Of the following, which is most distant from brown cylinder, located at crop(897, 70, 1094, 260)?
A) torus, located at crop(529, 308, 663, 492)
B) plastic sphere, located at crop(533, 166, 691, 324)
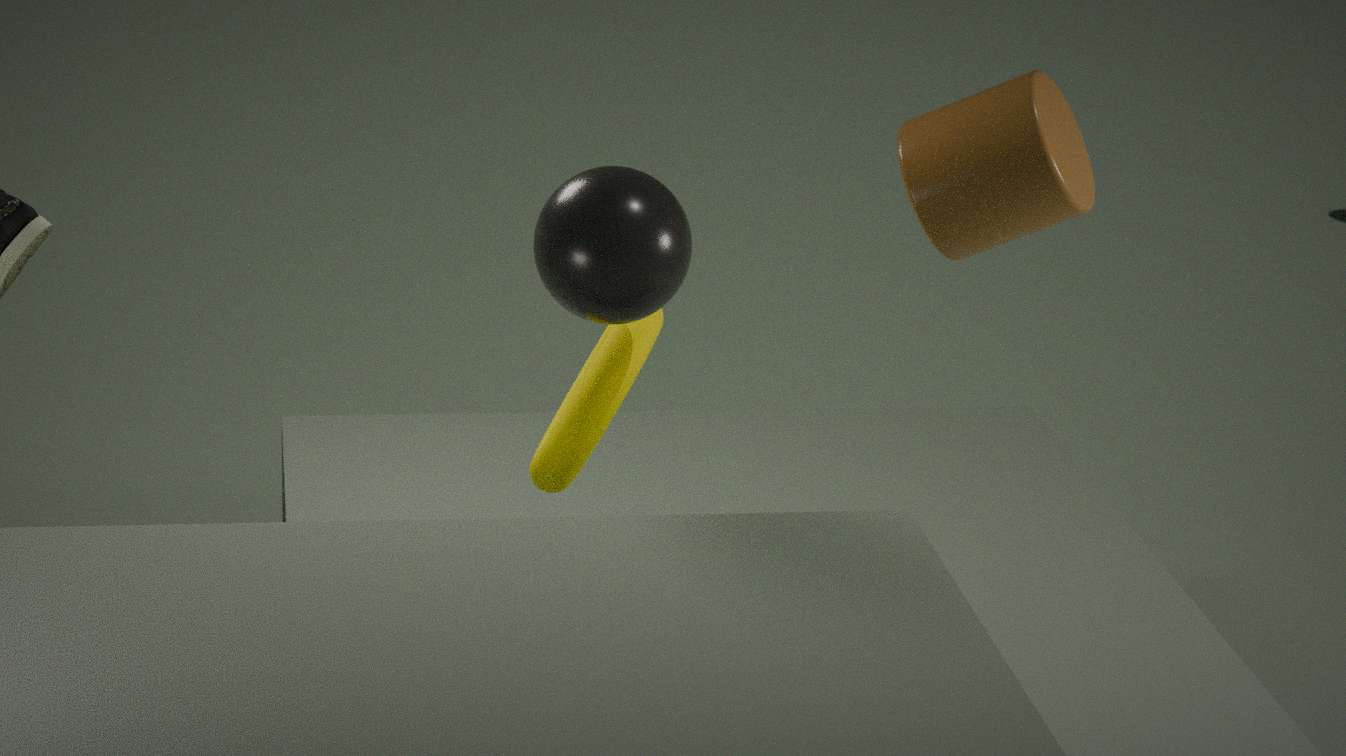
torus, located at crop(529, 308, 663, 492)
